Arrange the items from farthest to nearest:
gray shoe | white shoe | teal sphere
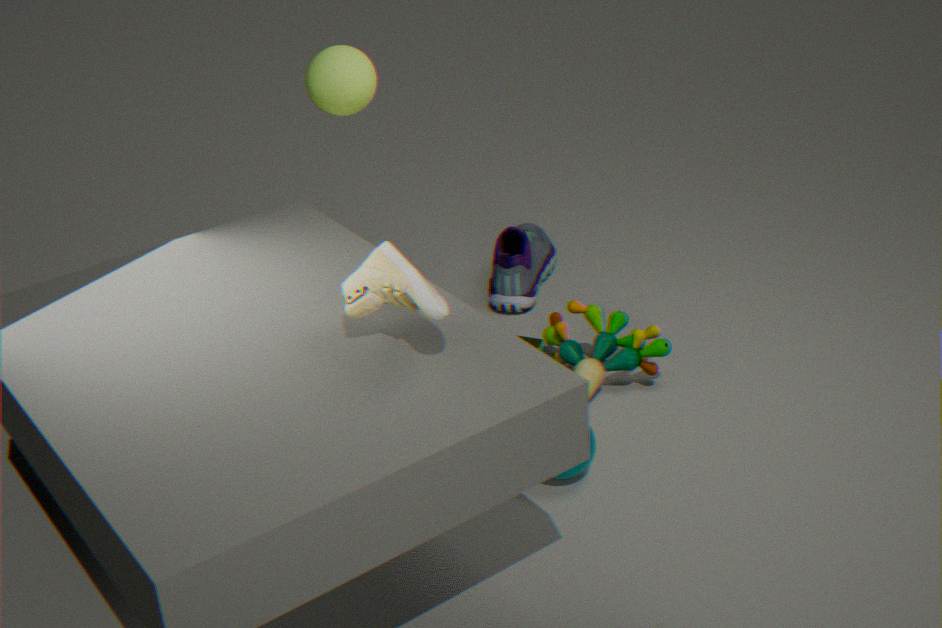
gray shoe < teal sphere < white shoe
